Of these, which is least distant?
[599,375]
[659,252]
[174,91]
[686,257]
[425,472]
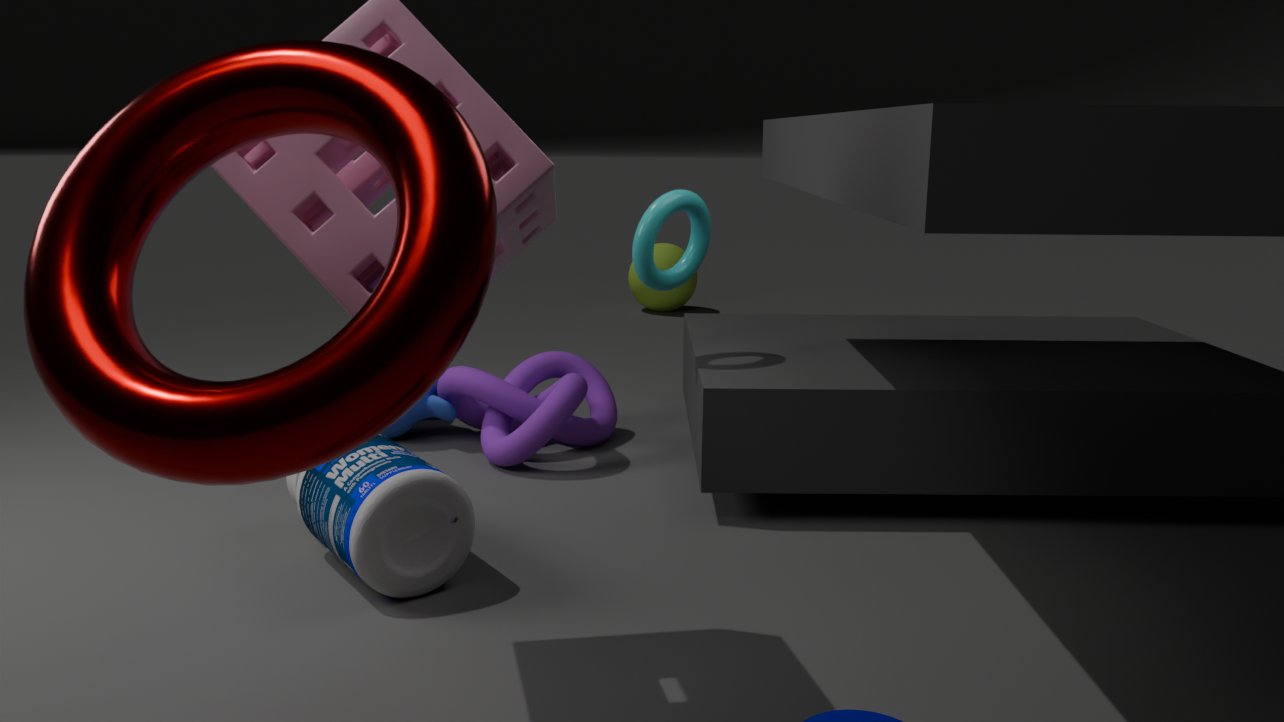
[174,91]
